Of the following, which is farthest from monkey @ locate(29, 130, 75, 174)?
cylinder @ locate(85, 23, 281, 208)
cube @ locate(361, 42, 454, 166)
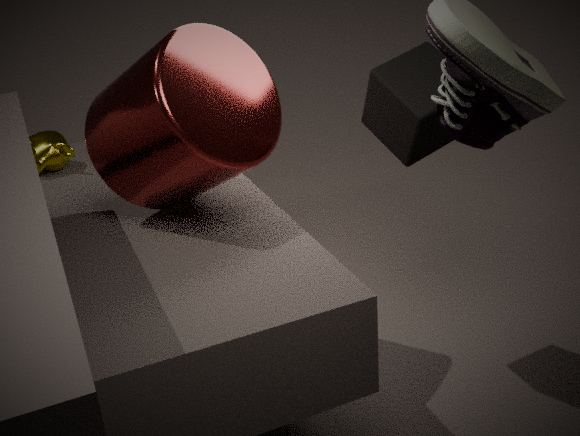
cube @ locate(361, 42, 454, 166)
